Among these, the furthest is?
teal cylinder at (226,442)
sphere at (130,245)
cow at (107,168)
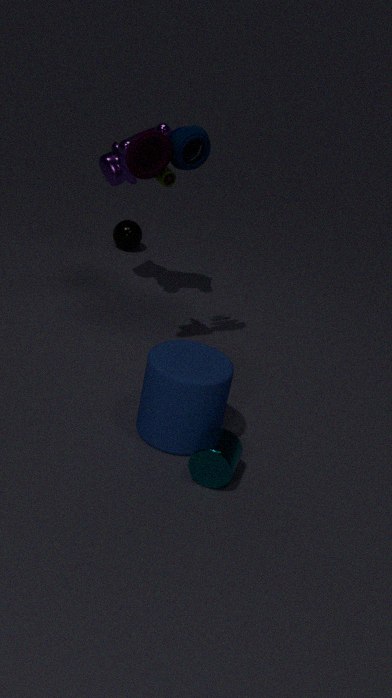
sphere at (130,245)
